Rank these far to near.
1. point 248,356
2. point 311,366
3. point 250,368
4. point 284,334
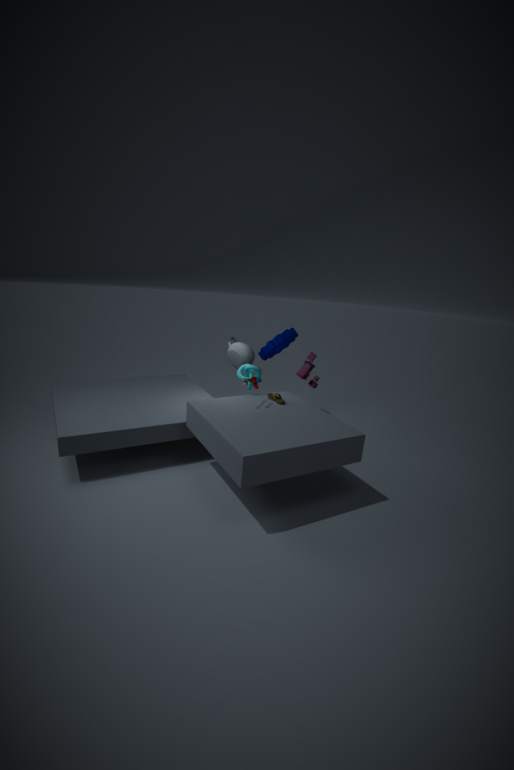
point 284,334
point 248,356
point 311,366
point 250,368
